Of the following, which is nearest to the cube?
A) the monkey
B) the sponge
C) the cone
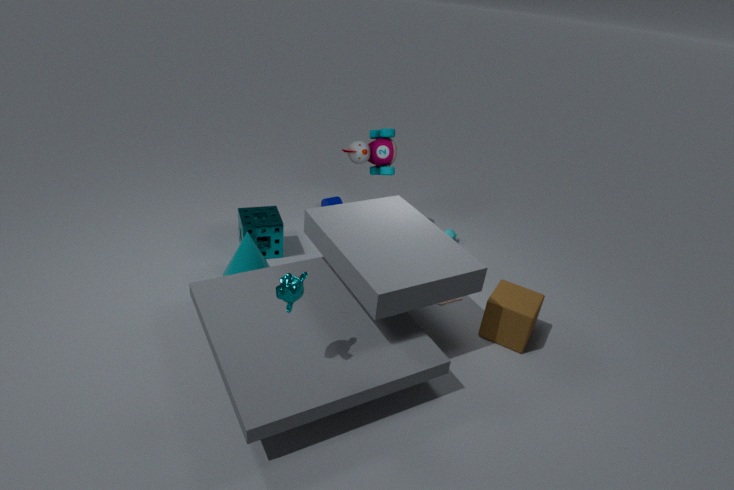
the monkey
